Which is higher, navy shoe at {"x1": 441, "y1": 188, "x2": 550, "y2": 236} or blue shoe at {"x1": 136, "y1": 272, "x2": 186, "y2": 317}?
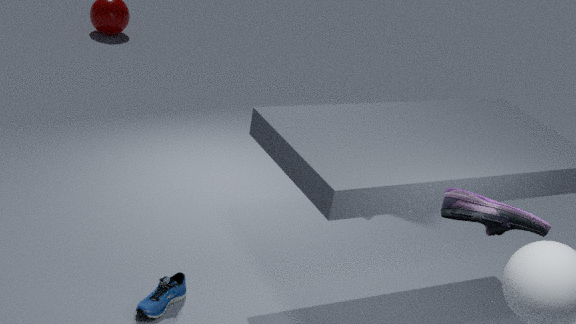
navy shoe at {"x1": 441, "y1": 188, "x2": 550, "y2": 236}
